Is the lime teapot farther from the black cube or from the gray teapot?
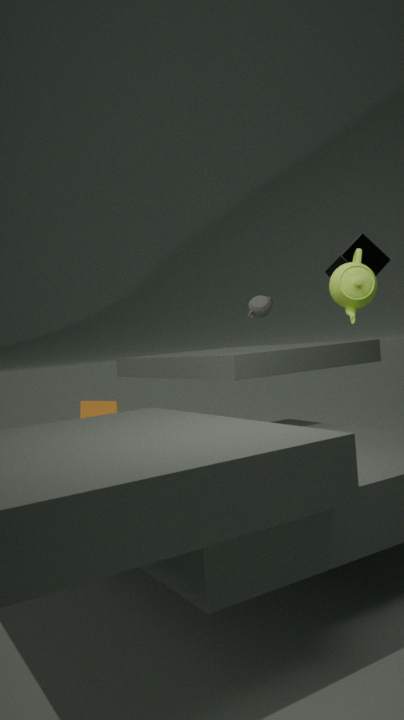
the gray teapot
